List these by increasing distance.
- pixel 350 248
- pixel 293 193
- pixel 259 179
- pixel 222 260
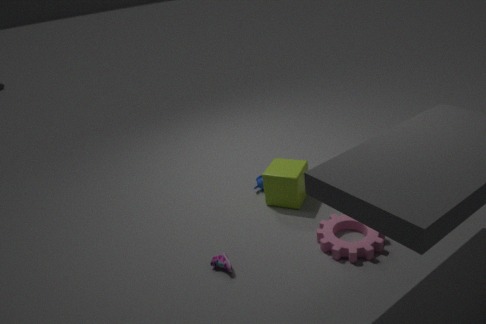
pixel 350 248 → pixel 222 260 → pixel 293 193 → pixel 259 179
